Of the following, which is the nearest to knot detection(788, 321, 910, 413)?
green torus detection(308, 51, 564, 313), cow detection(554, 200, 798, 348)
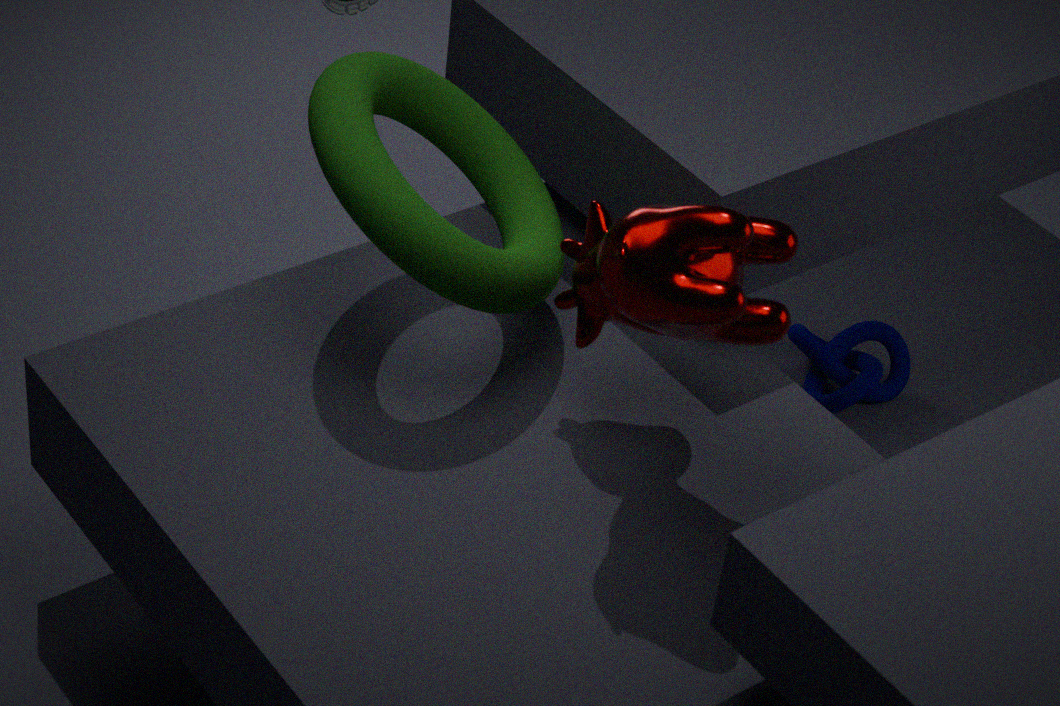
green torus detection(308, 51, 564, 313)
